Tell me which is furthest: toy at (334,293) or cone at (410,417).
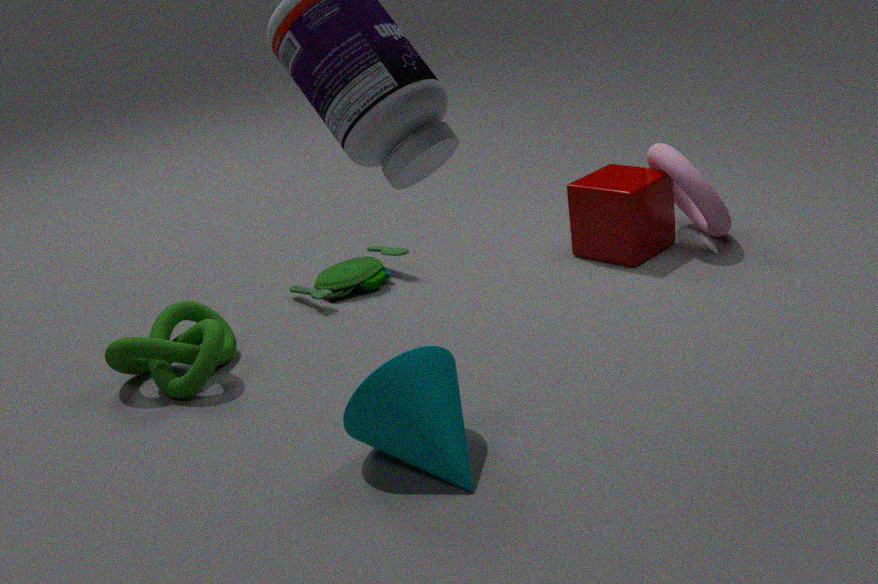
toy at (334,293)
